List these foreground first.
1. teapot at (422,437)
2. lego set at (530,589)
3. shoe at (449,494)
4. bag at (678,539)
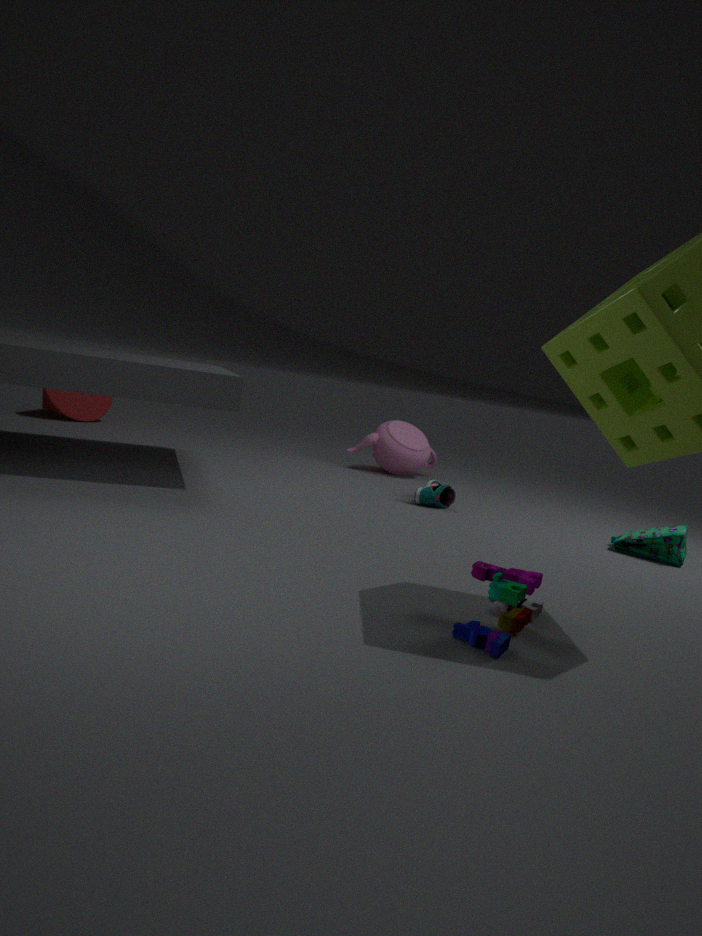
lego set at (530,589) → bag at (678,539) → shoe at (449,494) → teapot at (422,437)
